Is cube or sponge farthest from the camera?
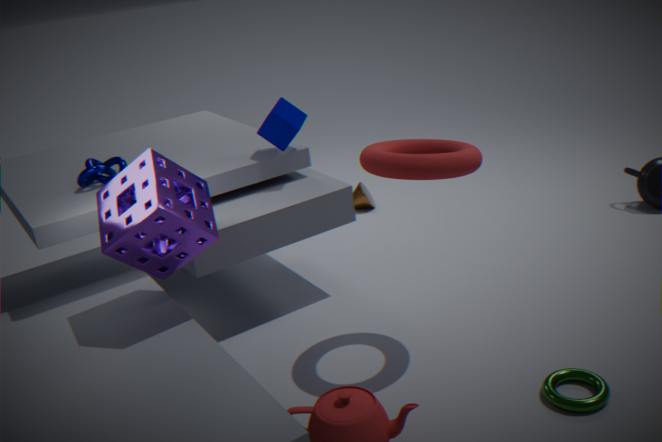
cube
